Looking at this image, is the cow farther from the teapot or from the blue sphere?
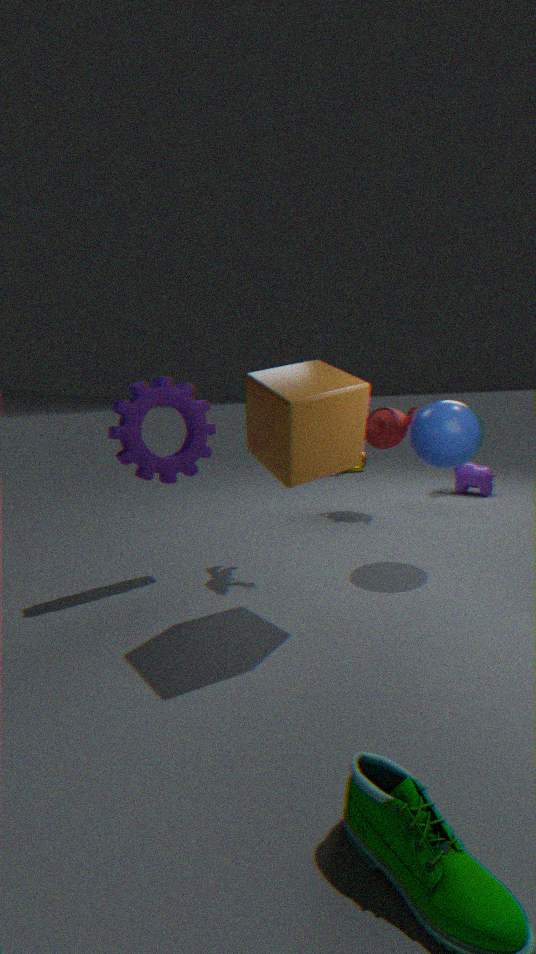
the blue sphere
